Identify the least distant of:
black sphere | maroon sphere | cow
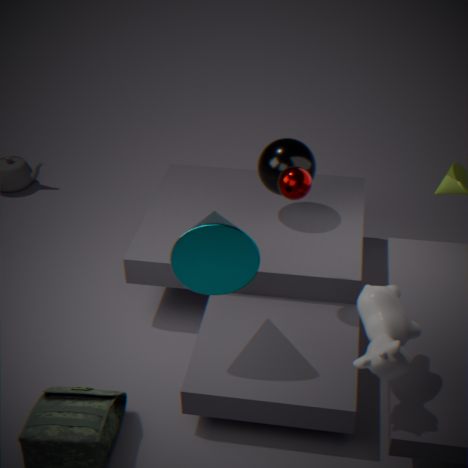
cow
